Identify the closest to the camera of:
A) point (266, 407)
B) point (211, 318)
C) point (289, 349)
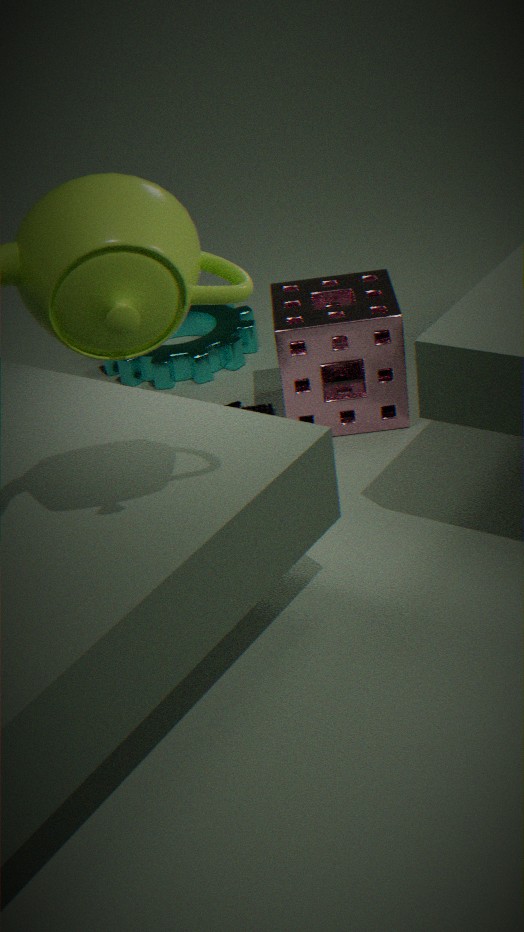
point (289, 349)
